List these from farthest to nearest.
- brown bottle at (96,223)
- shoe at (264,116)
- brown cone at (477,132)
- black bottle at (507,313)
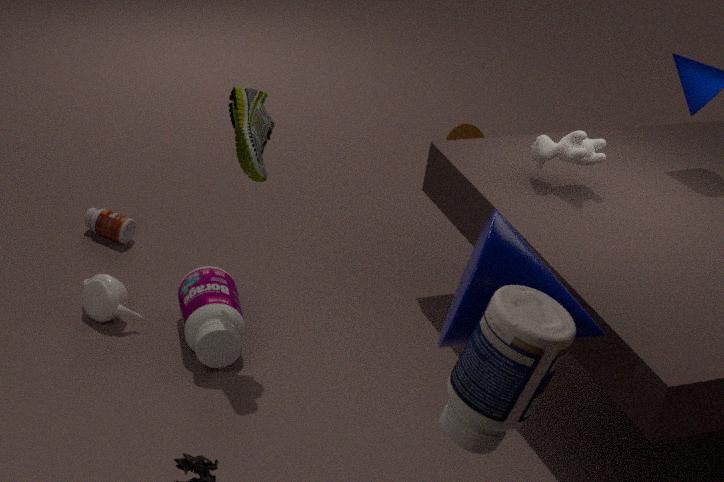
brown cone at (477,132)
brown bottle at (96,223)
shoe at (264,116)
black bottle at (507,313)
